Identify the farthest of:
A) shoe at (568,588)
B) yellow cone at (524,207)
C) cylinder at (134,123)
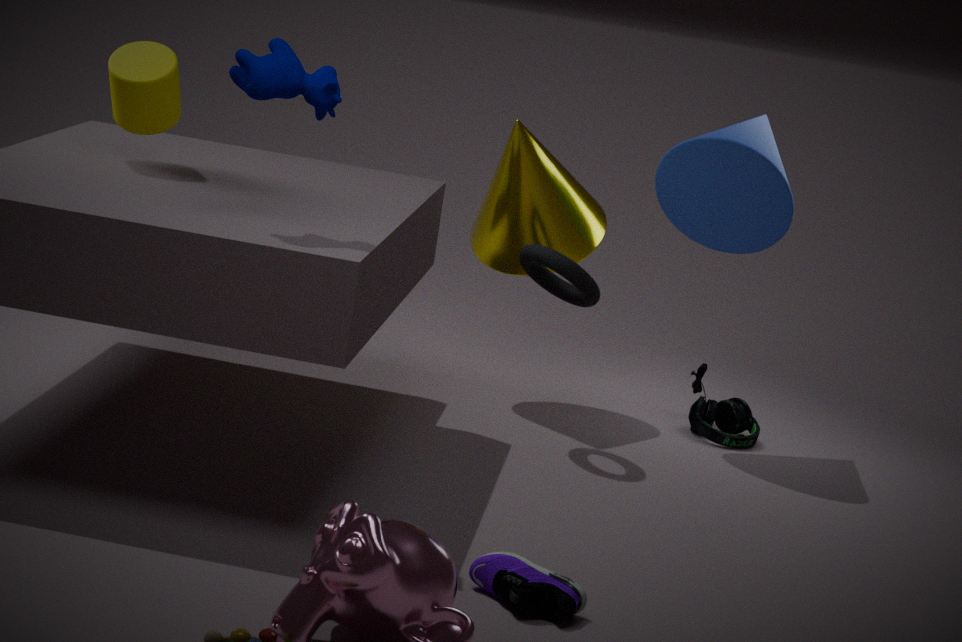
B. yellow cone at (524,207)
